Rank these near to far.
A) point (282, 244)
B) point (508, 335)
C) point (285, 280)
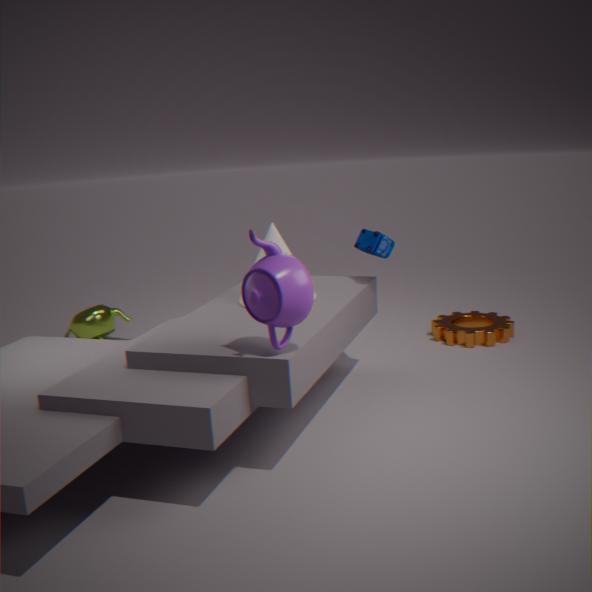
1. point (285, 280)
2. point (282, 244)
3. point (508, 335)
